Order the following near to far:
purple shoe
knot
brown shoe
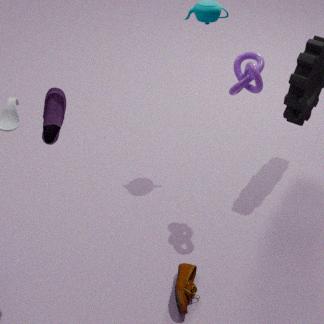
purple shoe → knot → brown shoe
